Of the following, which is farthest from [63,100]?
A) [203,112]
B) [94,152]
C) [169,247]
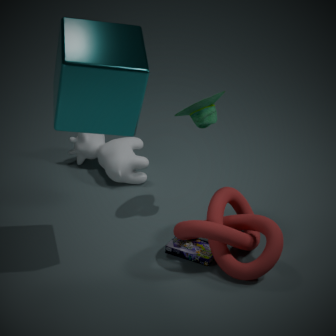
[94,152]
